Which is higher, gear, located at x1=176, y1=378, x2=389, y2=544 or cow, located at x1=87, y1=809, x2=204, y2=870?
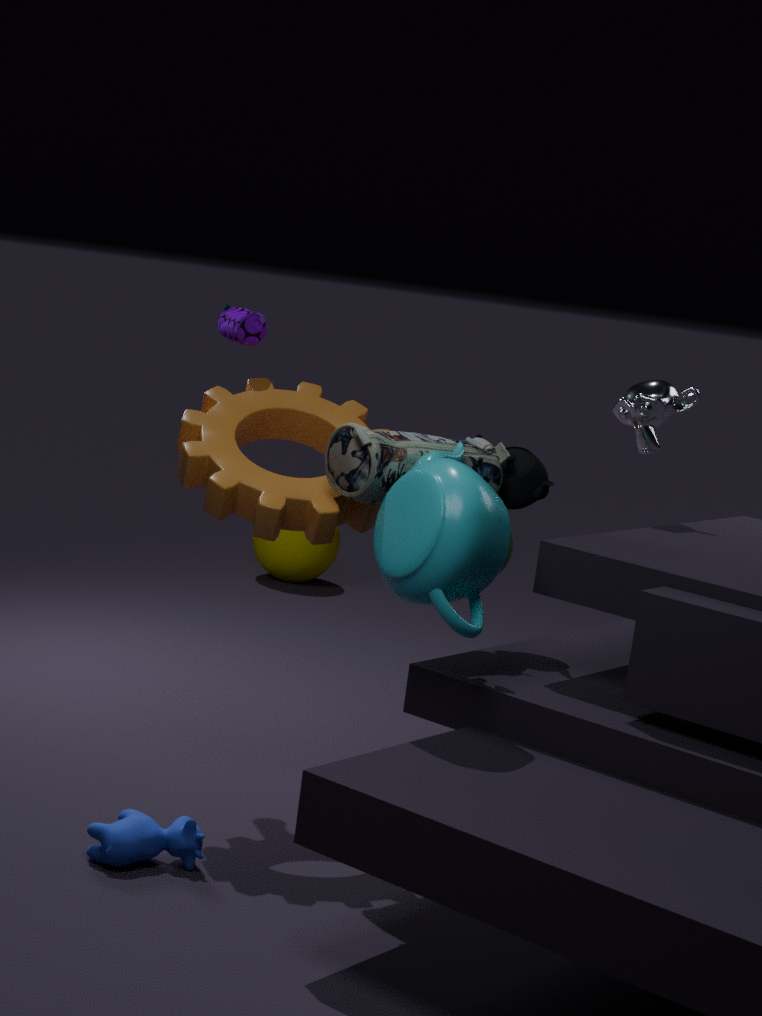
gear, located at x1=176, y1=378, x2=389, y2=544
